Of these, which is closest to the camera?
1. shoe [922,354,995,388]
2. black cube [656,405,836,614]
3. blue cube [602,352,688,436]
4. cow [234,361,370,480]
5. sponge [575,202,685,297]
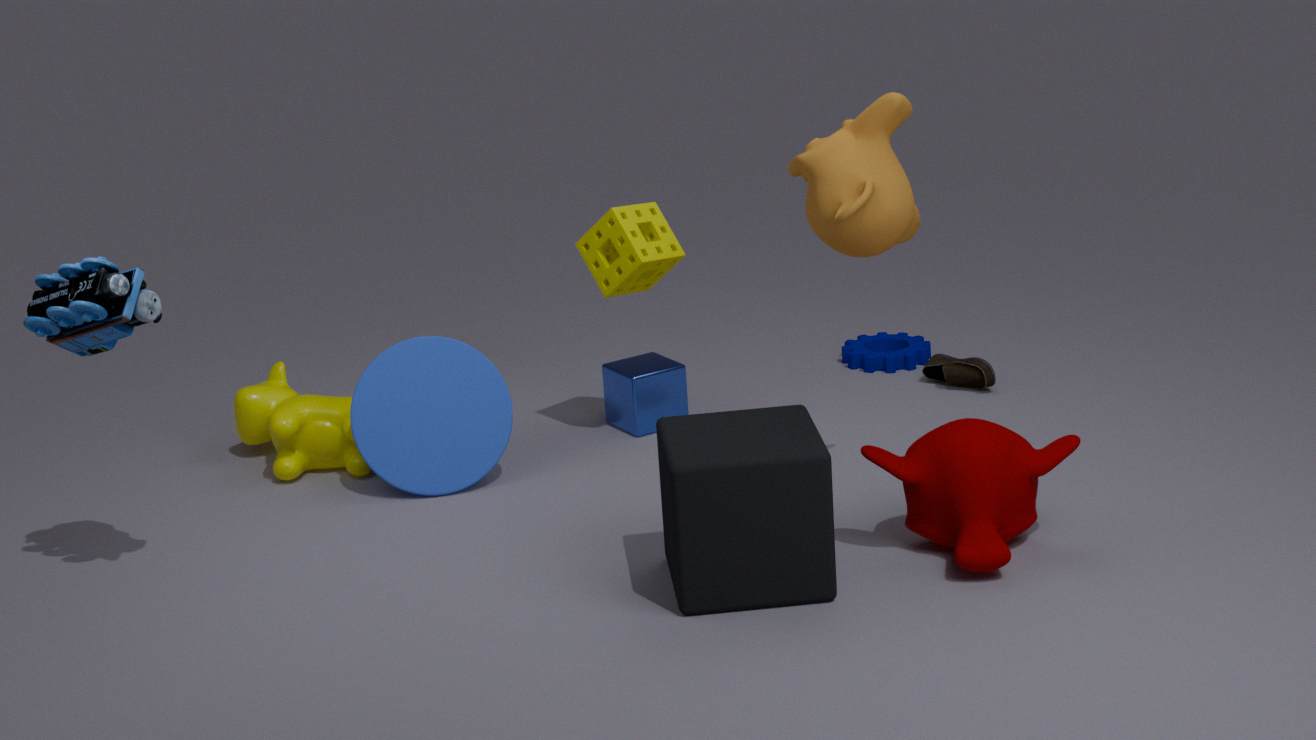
black cube [656,405,836,614]
